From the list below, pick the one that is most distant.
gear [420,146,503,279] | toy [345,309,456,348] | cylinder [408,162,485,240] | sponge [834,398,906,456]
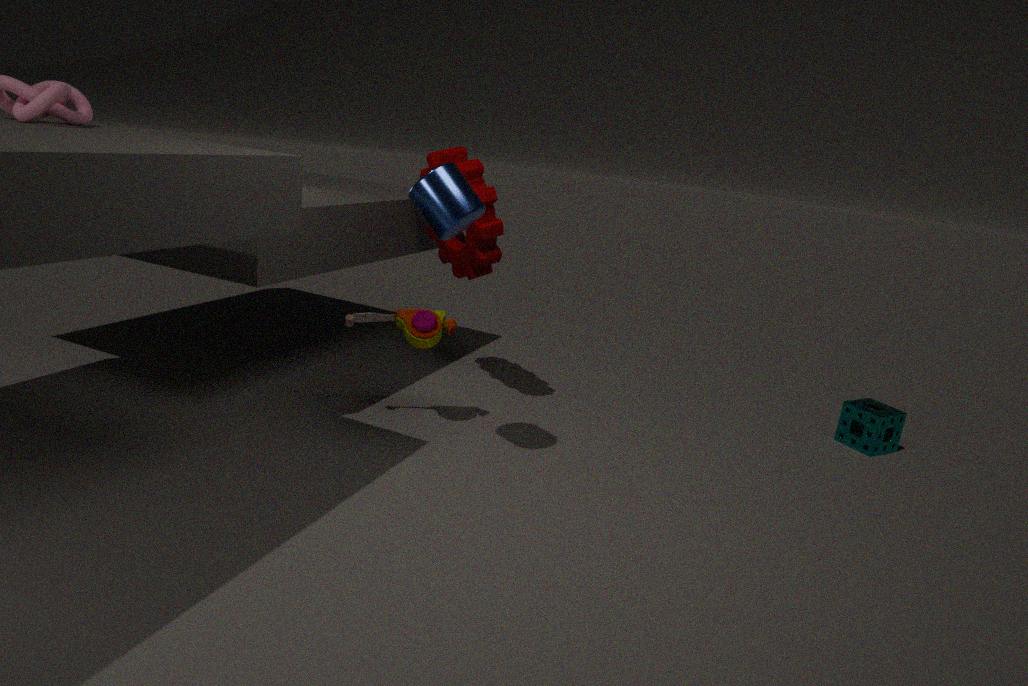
sponge [834,398,906,456]
